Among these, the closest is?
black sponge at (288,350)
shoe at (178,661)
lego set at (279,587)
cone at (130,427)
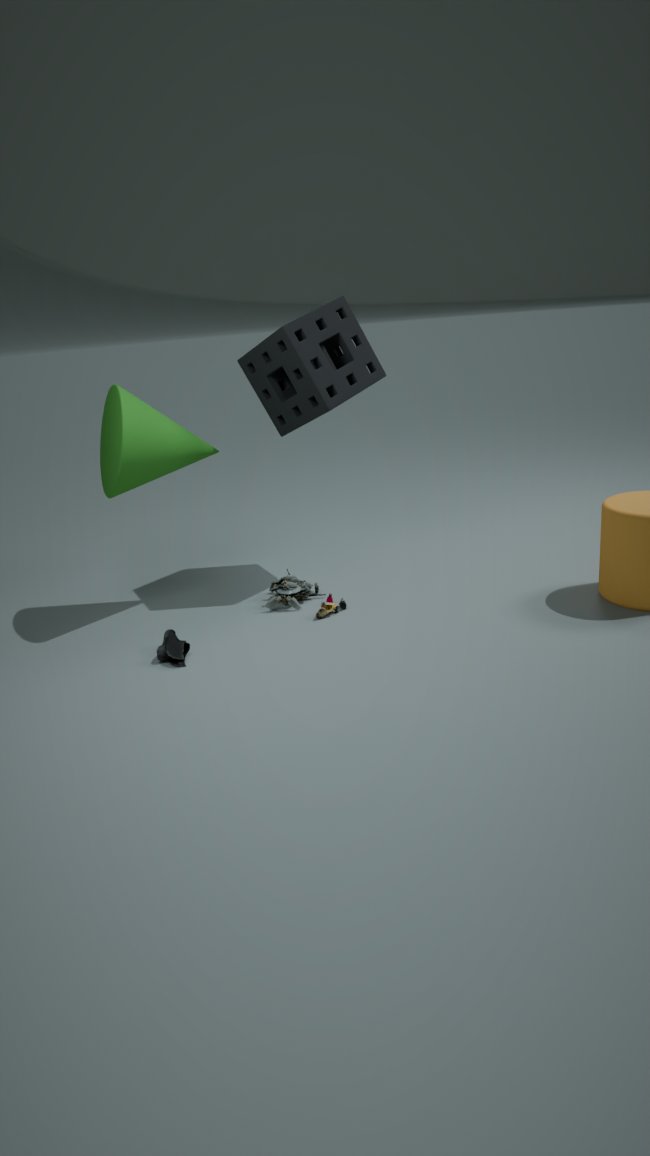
shoe at (178,661)
